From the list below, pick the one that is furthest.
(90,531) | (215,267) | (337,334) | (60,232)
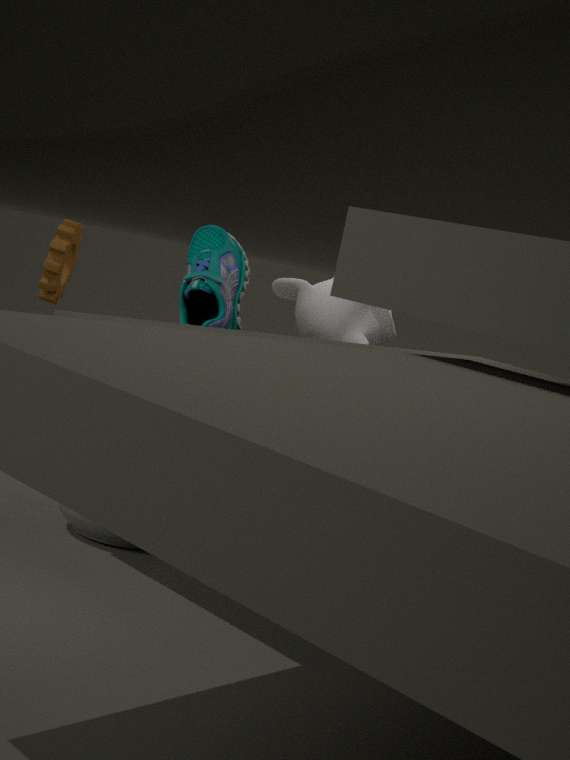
(337,334)
